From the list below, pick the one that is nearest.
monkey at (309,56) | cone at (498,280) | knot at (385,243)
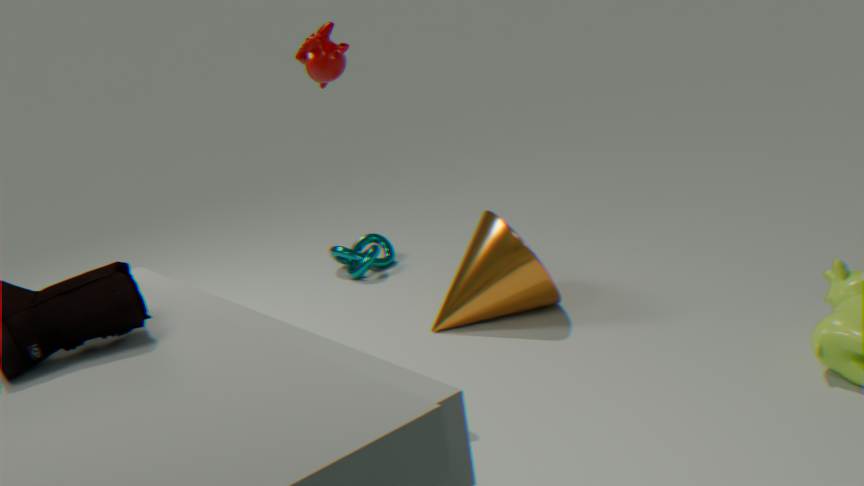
monkey at (309,56)
